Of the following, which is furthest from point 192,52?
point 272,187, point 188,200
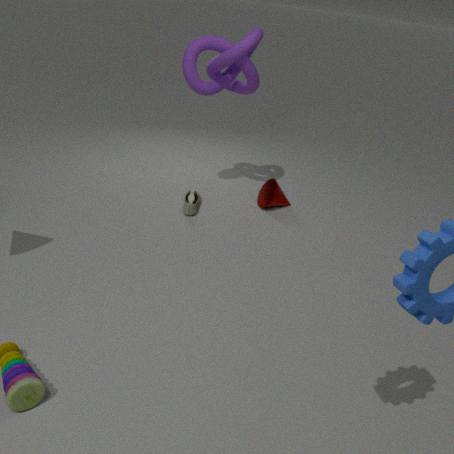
point 272,187
